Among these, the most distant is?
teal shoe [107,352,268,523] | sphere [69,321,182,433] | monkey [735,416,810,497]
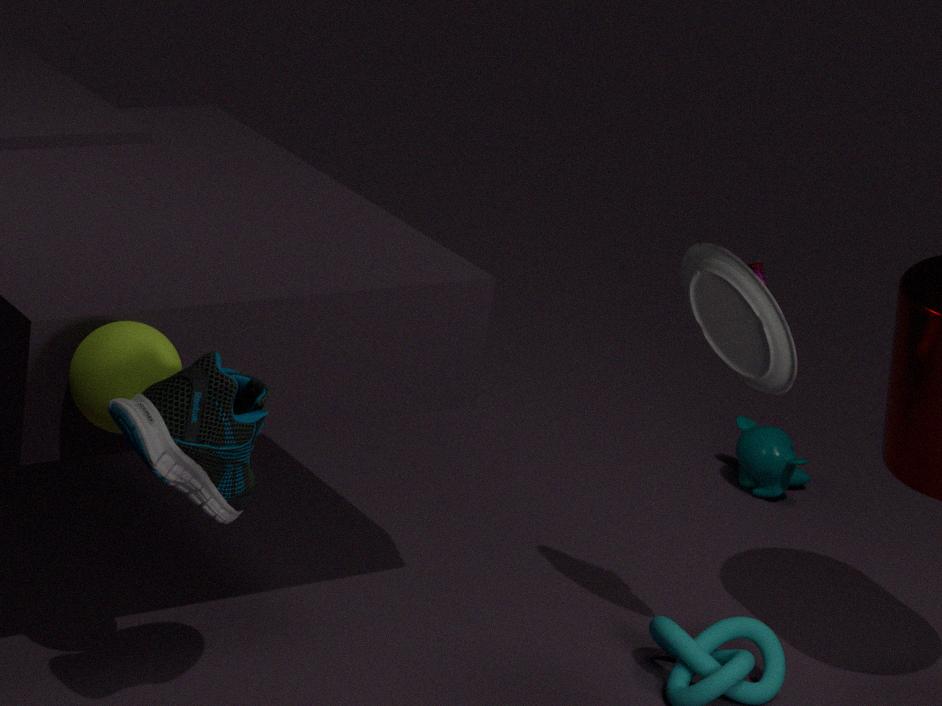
monkey [735,416,810,497]
